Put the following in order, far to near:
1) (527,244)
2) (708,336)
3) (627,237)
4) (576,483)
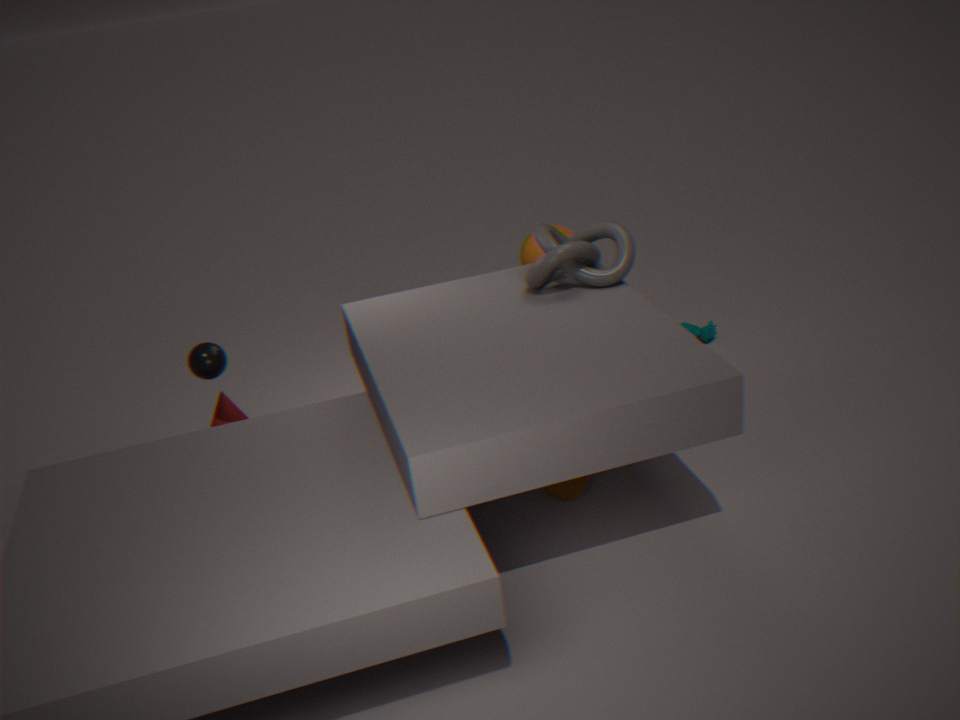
1. 2. (708,336)
2. 1. (527,244)
3. 3. (627,237)
4. 4. (576,483)
